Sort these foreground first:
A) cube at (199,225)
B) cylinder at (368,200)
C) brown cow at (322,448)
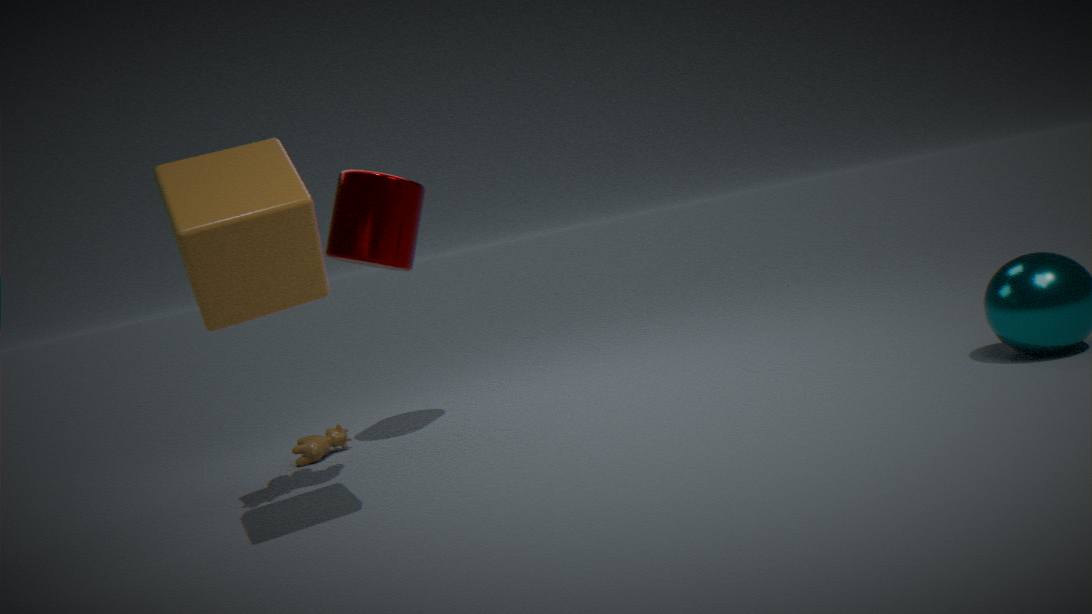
cube at (199,225)
cylinder at (368,200)
brown cow at (322,448)
